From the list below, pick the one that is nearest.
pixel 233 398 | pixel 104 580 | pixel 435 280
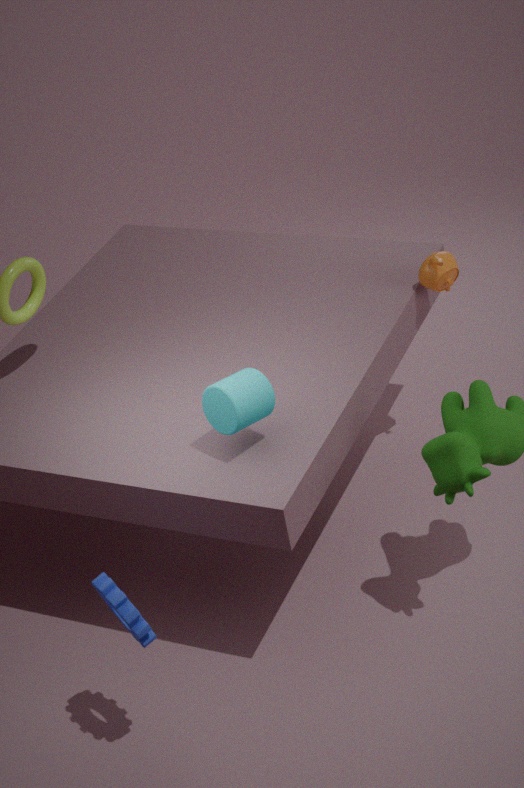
pixel 104 580
